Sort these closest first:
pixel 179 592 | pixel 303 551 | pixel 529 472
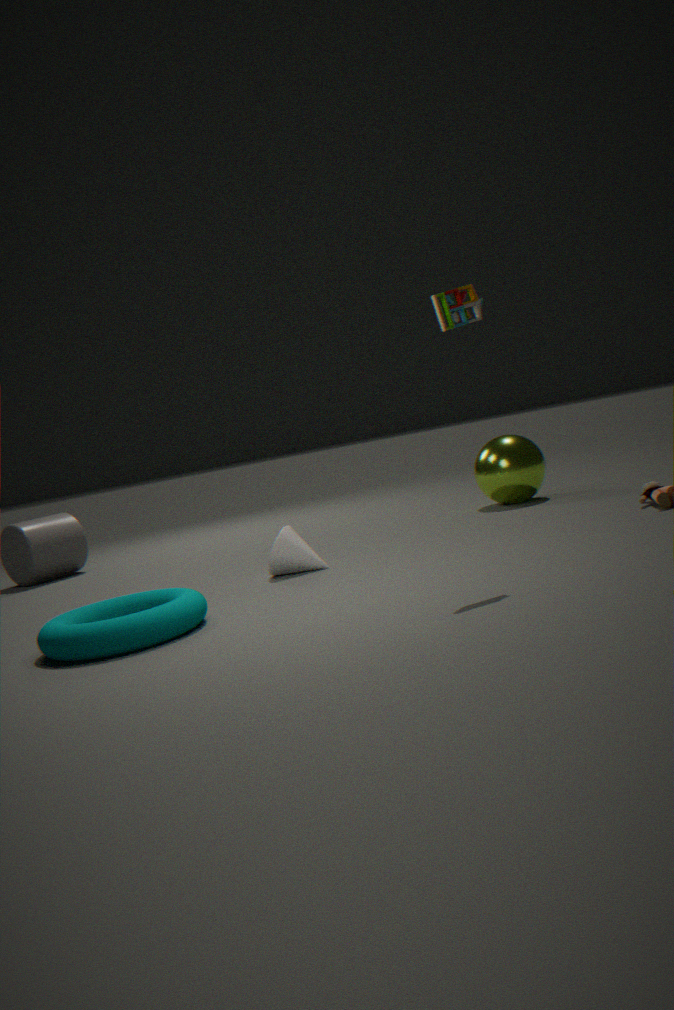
pixel 179 592 < pixel 303 551 < pixel 529 472
